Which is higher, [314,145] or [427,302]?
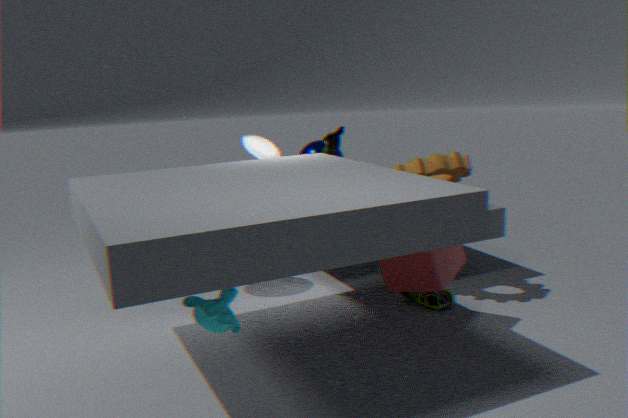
[314,145]
